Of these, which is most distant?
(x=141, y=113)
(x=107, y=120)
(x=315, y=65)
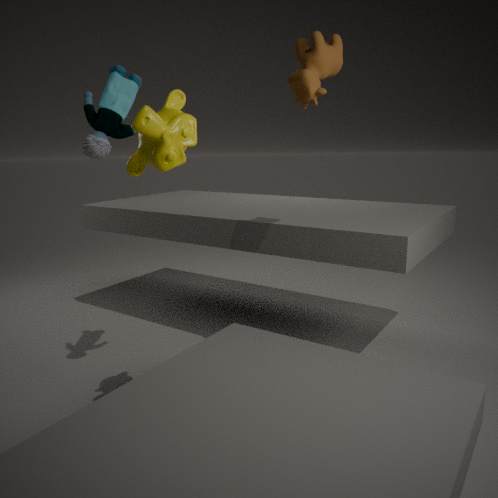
(x=107, y=120)
